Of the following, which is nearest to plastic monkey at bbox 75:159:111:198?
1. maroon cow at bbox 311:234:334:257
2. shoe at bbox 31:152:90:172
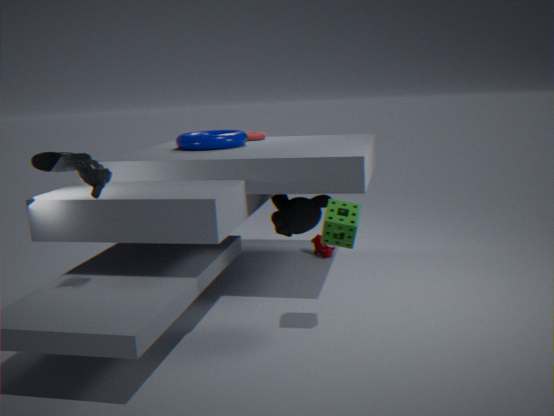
shoe at bbox 31:152:90:172
